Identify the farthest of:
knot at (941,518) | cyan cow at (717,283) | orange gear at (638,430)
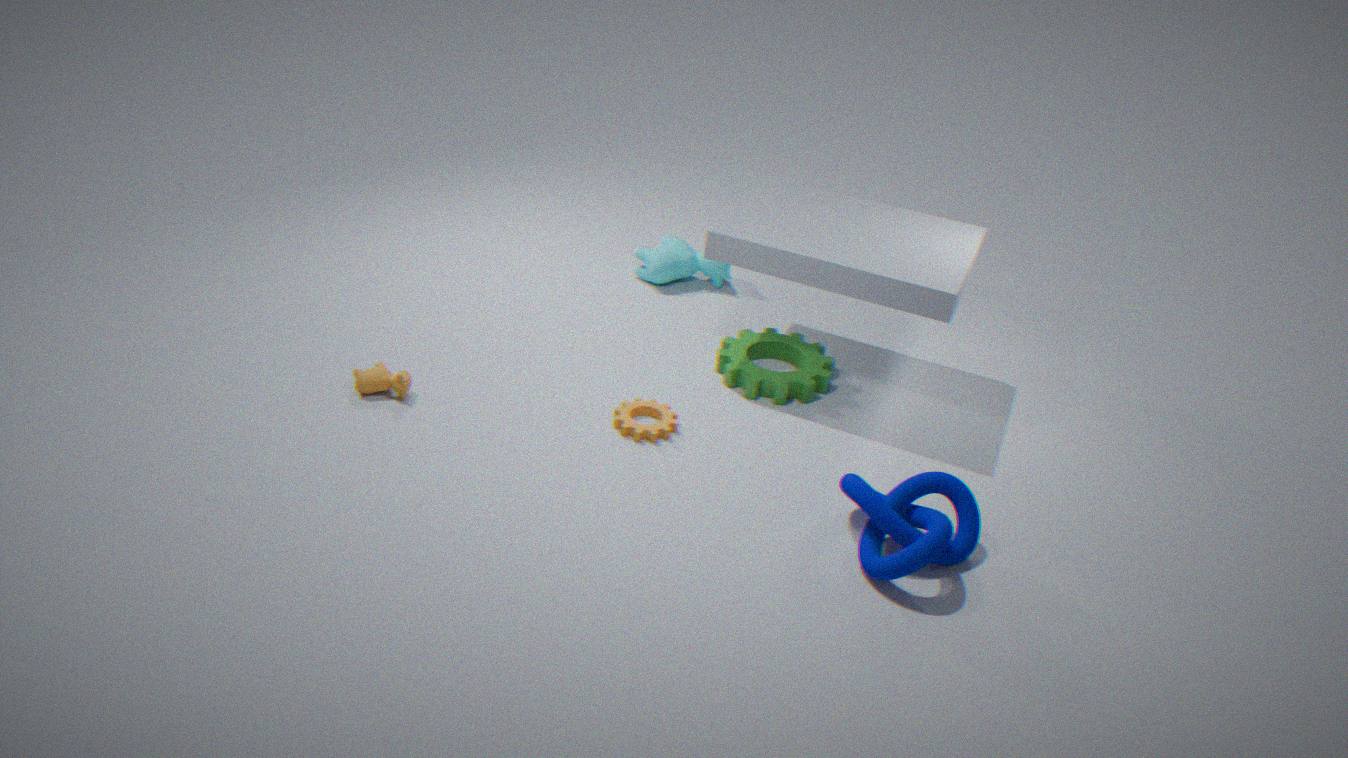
cyan cow at (717,283)
